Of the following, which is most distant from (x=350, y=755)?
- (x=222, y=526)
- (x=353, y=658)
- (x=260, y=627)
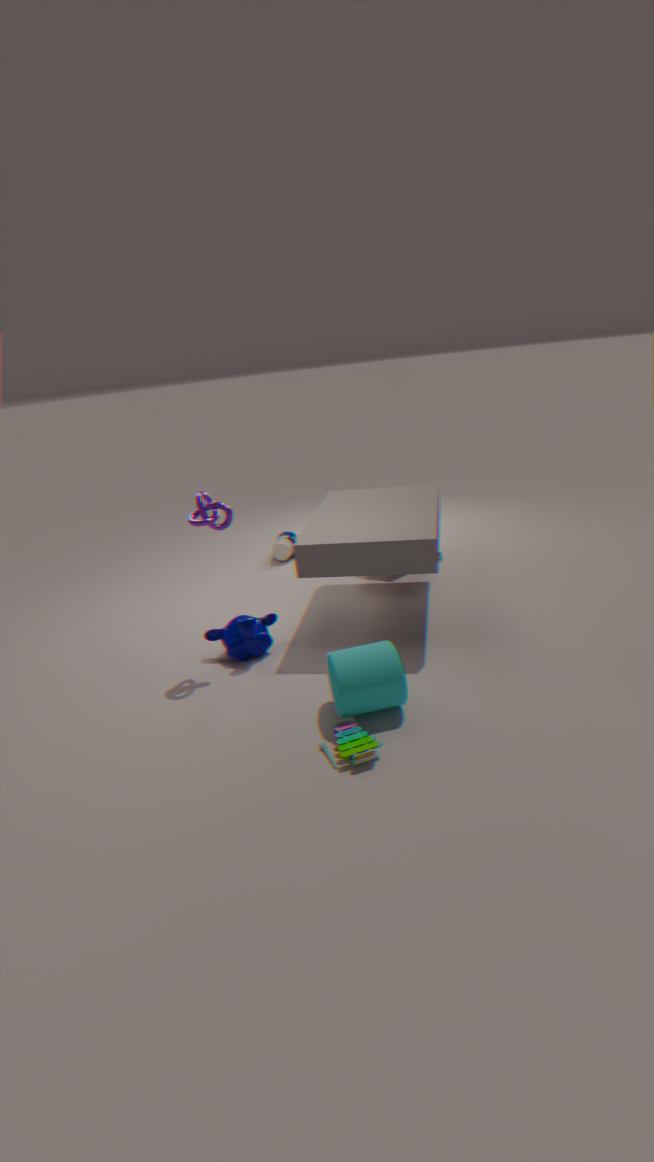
(x=222, y=526)
